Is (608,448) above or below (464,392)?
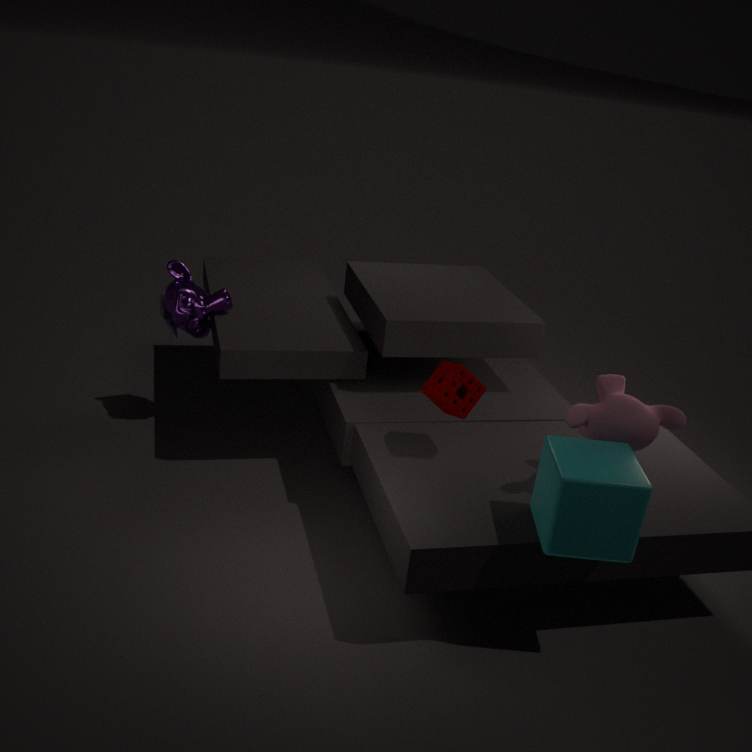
below
